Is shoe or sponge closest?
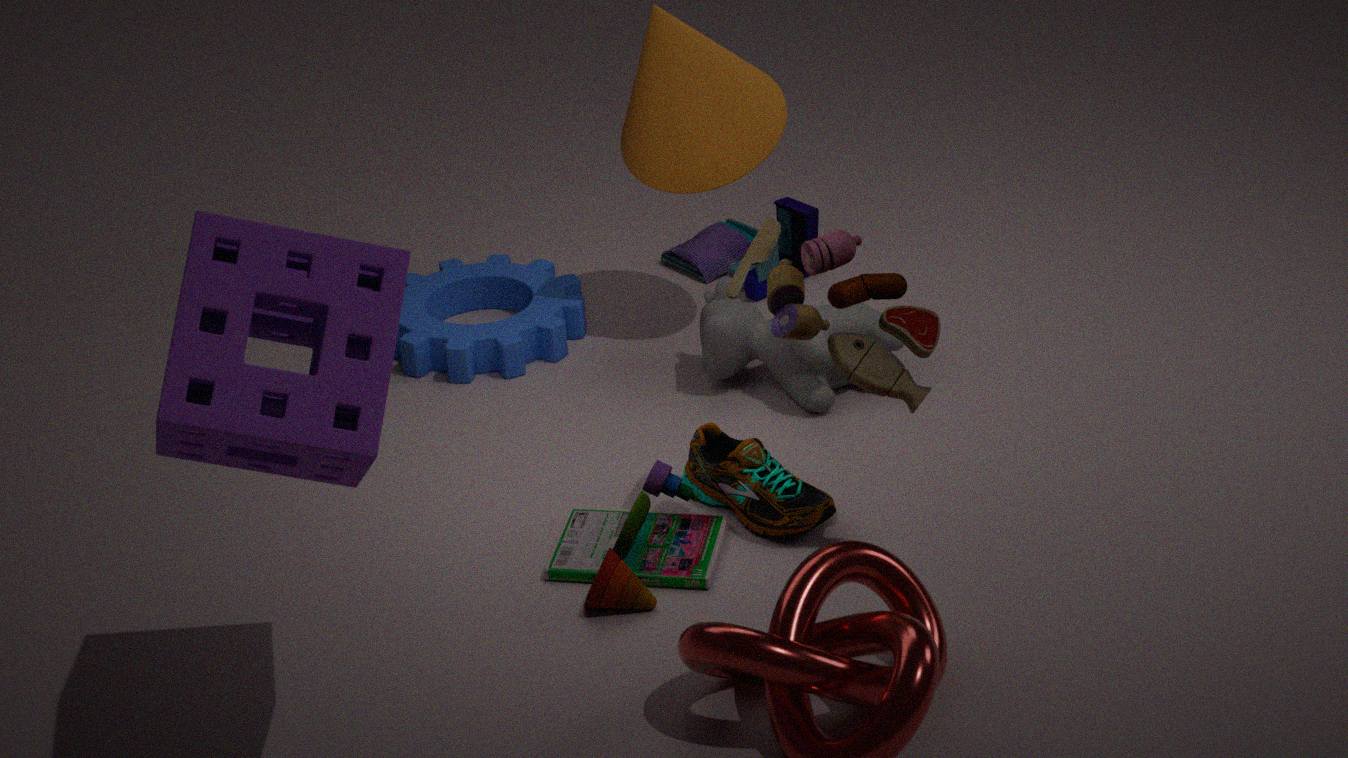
sponge
